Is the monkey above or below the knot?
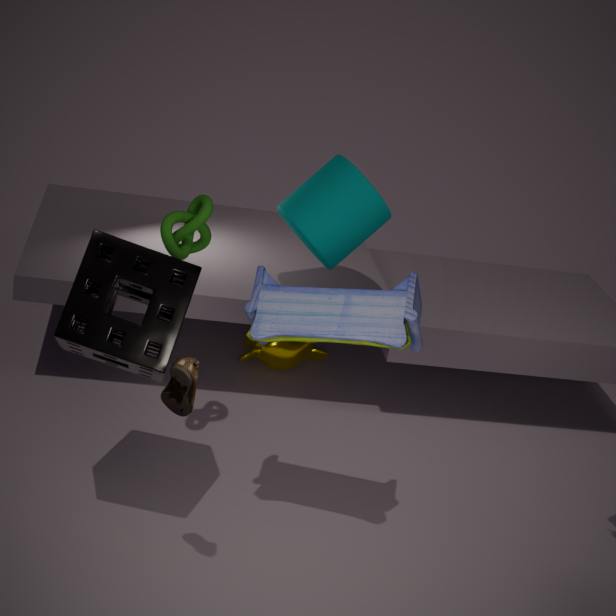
below
